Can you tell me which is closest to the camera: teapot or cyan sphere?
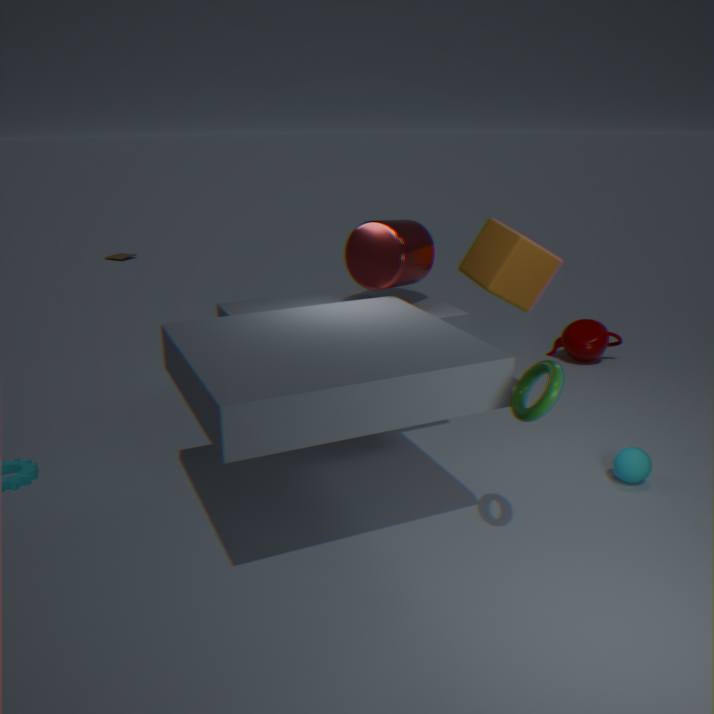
cyan sphere
